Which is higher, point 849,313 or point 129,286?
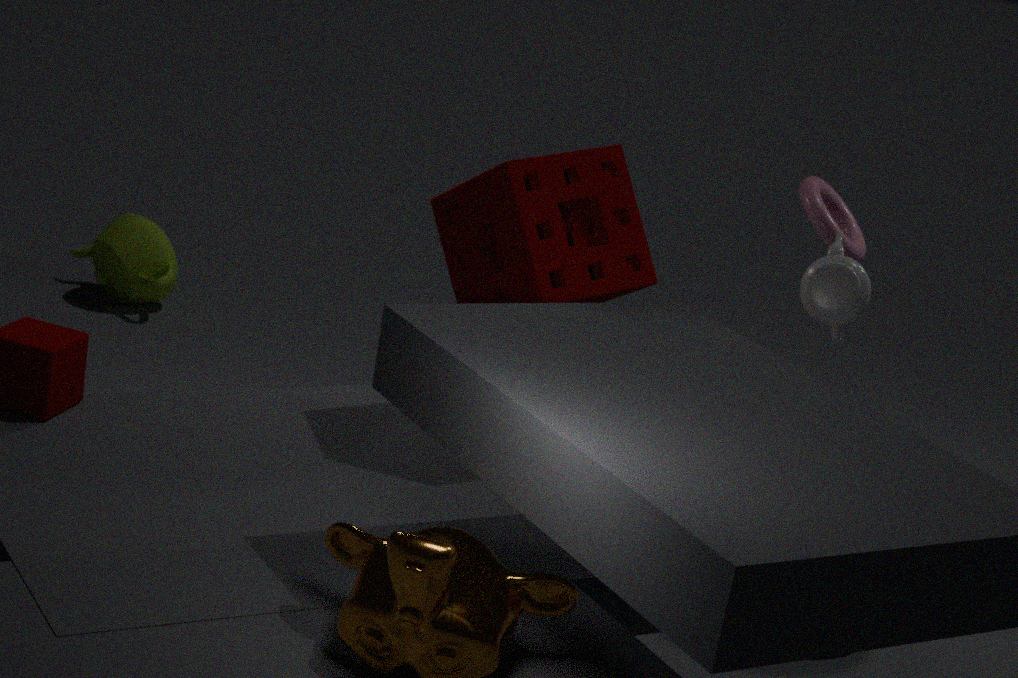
point 849,313
